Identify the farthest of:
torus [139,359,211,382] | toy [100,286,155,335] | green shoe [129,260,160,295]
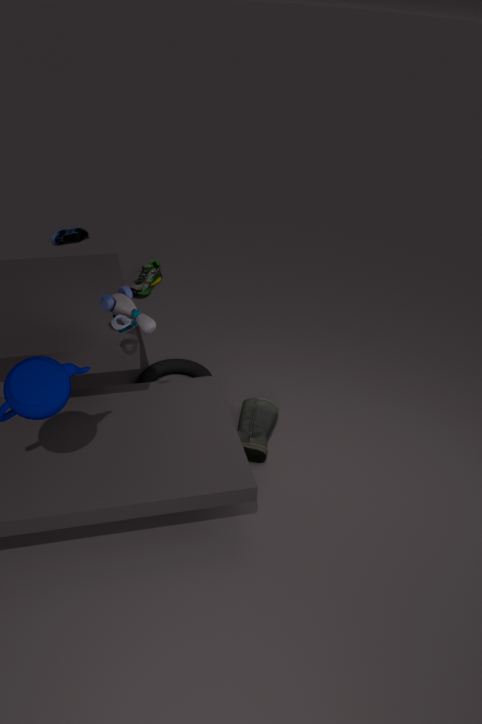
green shoe [129,260,160,295]
